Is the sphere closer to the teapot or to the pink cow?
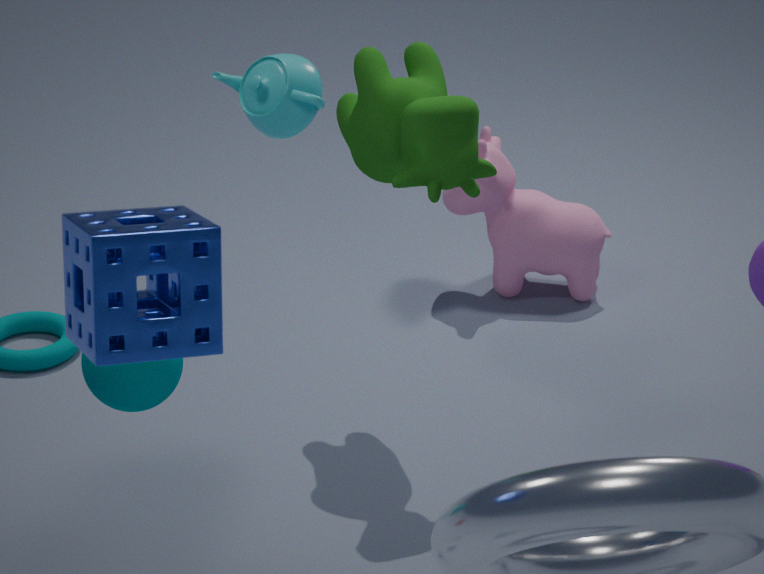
the teapot
